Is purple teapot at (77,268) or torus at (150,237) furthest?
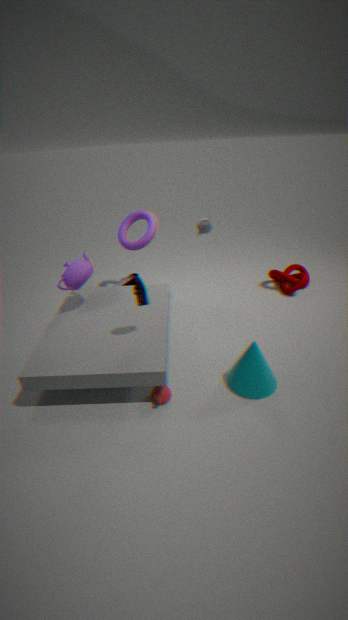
torus at (150,237)
